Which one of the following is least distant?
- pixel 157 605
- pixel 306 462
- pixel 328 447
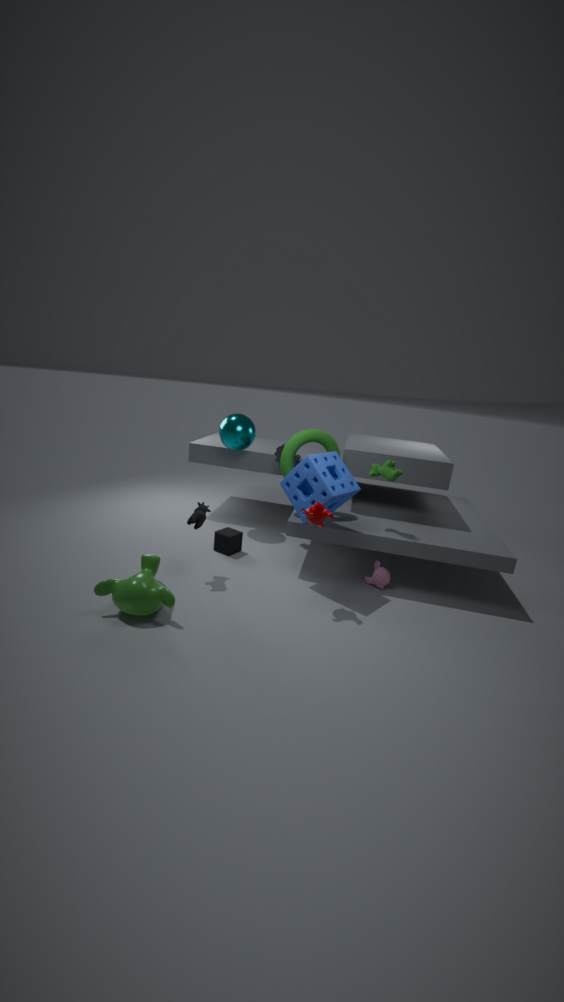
pixel 157 605
